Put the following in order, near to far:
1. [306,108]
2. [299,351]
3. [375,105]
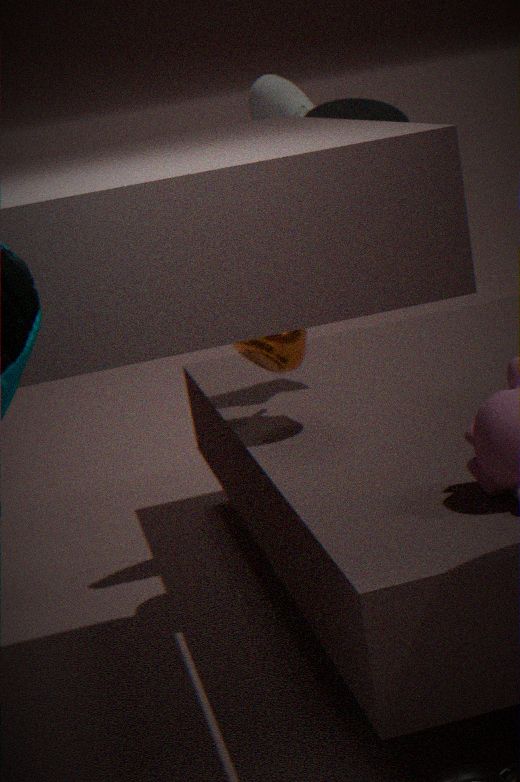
[375,105] < [299,351] < [306,108]
